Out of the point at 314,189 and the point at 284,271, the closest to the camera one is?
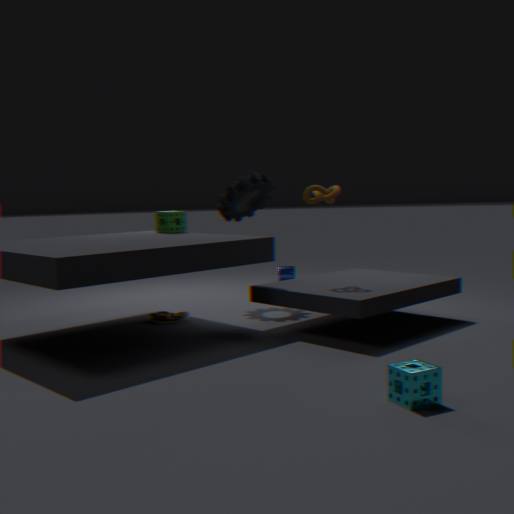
the point at 314,189
